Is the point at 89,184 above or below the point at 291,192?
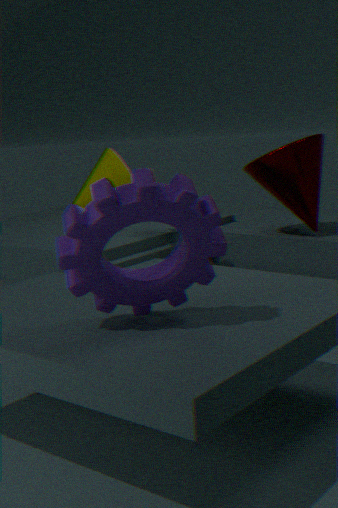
below
